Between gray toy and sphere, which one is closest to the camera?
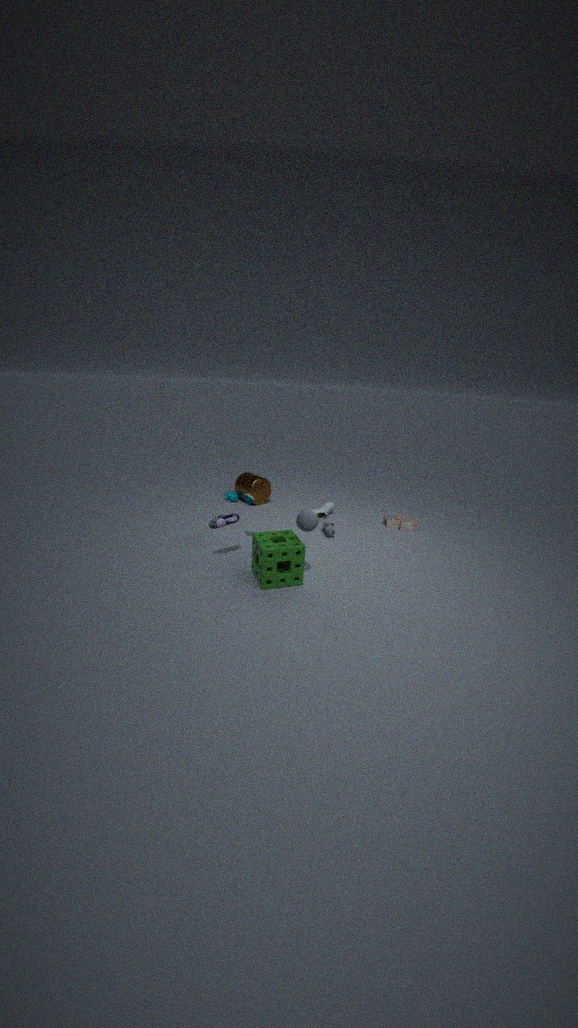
sphere
